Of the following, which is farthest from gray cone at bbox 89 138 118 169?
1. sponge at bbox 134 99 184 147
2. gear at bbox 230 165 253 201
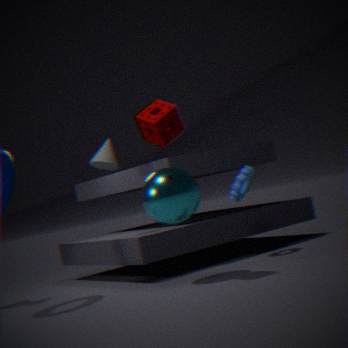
gear at bbox 230 165 253 201
